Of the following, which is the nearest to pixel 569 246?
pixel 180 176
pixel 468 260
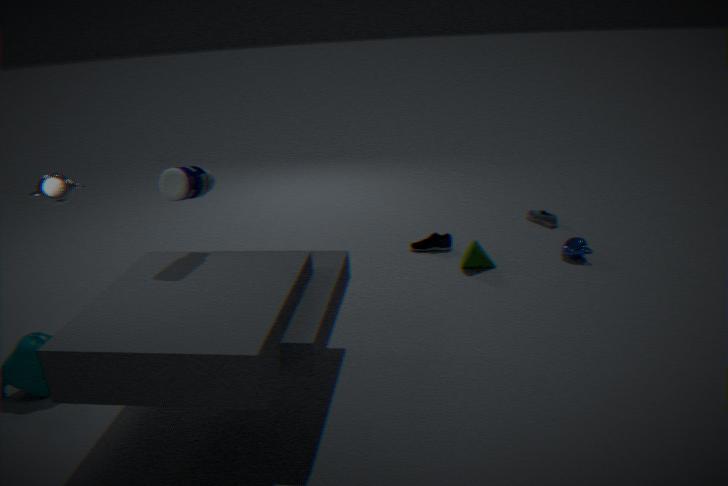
pixel 468 260
